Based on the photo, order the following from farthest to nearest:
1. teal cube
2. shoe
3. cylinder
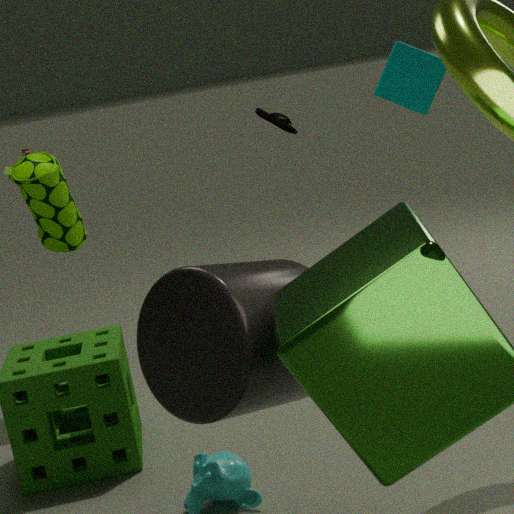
1. shoe
2. teal cube
3. cylinder
